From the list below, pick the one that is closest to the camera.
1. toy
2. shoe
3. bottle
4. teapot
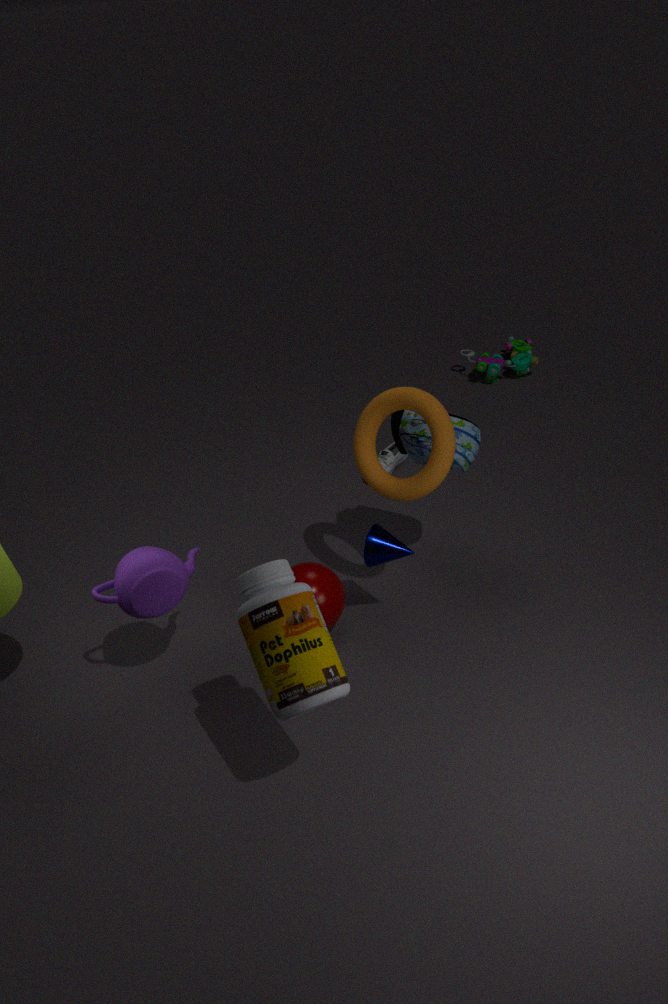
bottle
